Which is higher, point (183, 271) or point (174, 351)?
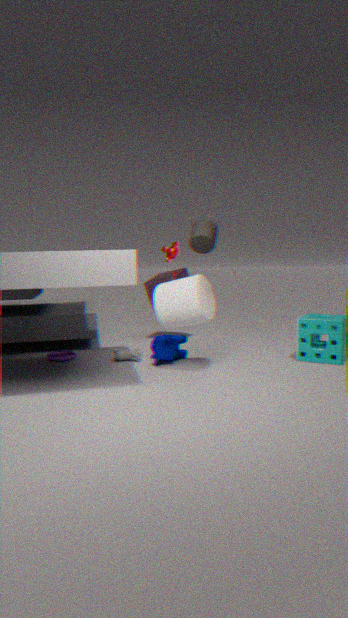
point (183, 271)
